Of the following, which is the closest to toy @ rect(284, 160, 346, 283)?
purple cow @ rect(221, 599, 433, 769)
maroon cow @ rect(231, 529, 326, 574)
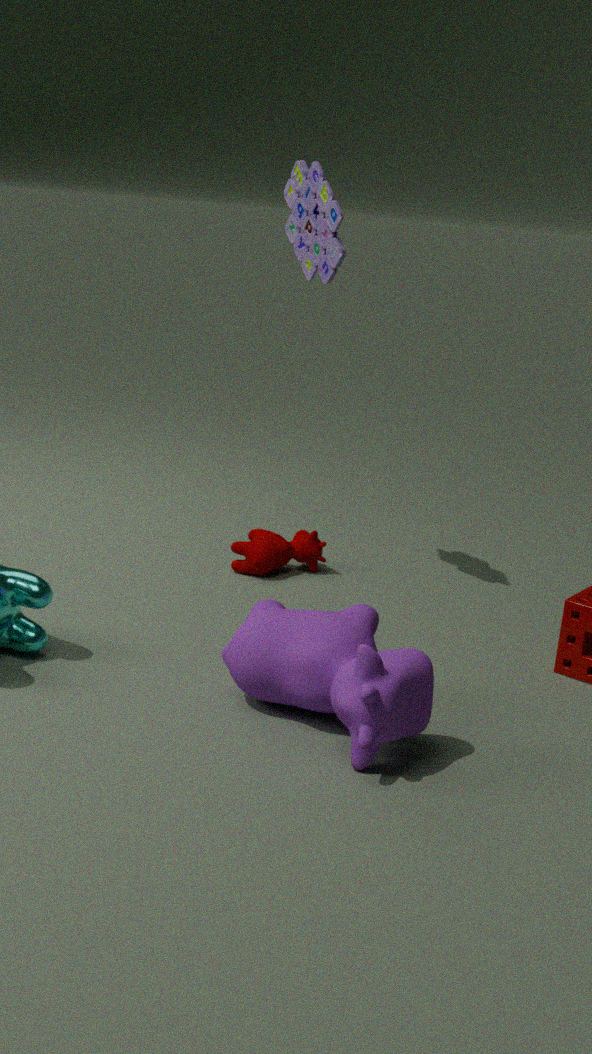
maroon cow @ rect(231, 529, 326, 574)
